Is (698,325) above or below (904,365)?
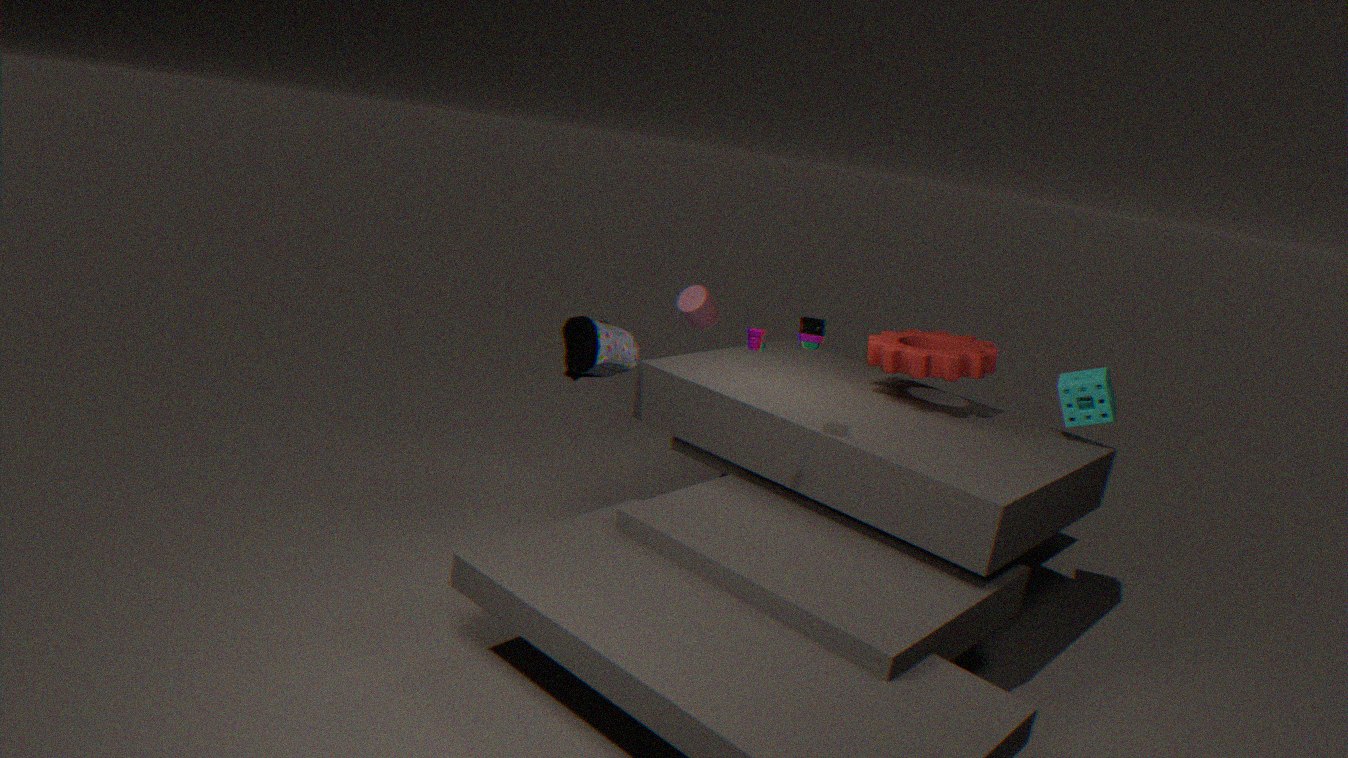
below
